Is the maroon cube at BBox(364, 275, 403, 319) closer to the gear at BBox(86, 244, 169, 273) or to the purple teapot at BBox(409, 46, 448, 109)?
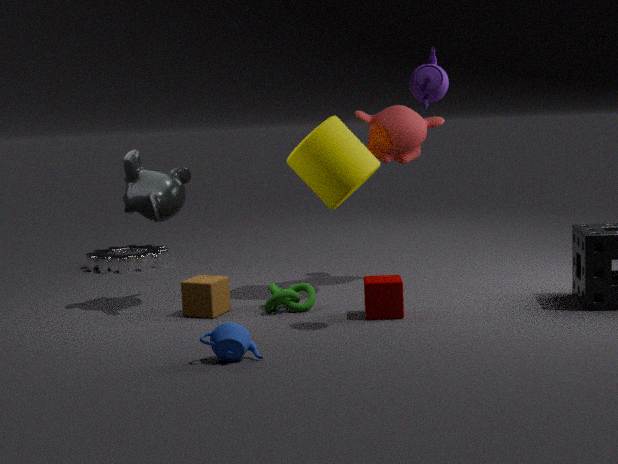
the purple teapot at BBox(409, 46, 448, 109)
